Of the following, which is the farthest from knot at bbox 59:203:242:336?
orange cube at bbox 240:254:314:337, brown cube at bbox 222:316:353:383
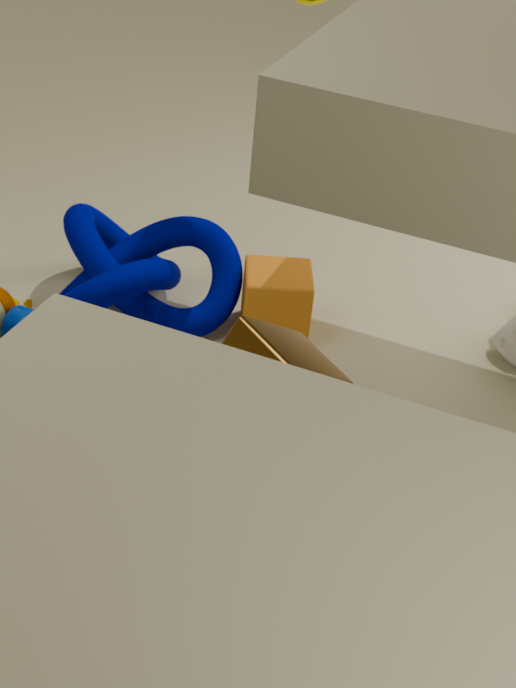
brown cube at bbox 222:316:353:383
